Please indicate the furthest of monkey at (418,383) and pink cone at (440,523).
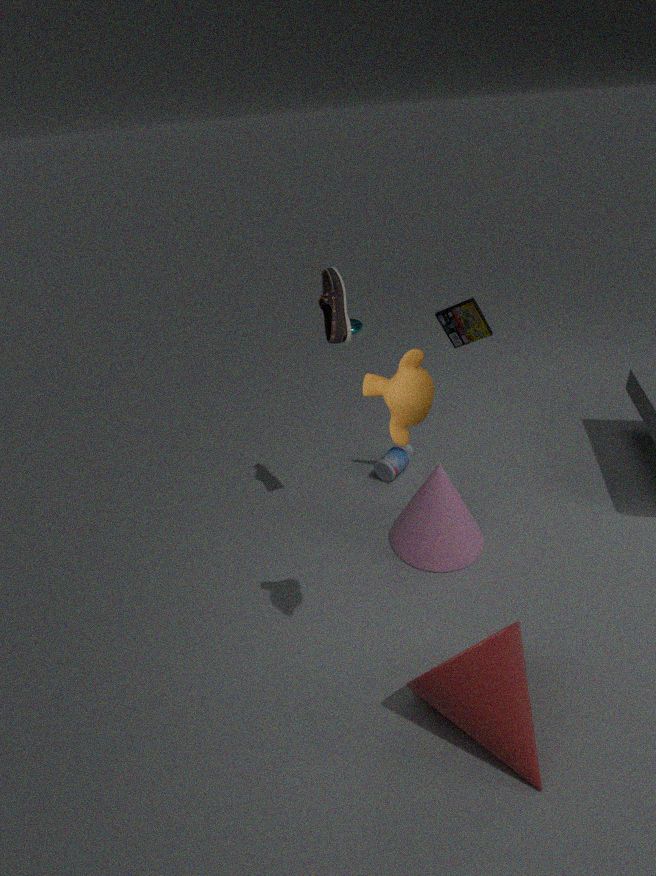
pink cone at (440,523)
